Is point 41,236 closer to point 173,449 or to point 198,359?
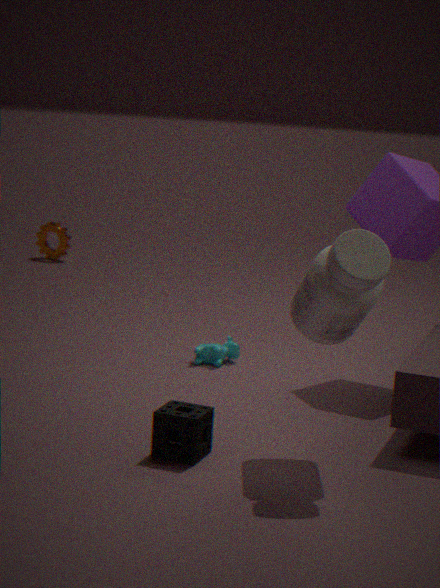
point 198,359
